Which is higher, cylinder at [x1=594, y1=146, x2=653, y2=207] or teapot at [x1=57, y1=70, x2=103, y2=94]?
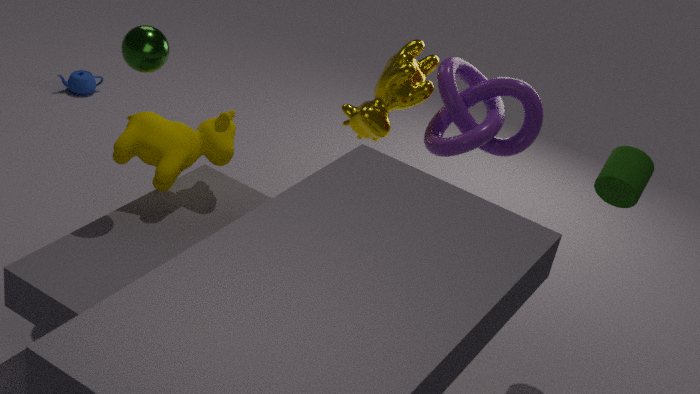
cylinder at [x1=594, y1=146, x2=653, y2=207]
